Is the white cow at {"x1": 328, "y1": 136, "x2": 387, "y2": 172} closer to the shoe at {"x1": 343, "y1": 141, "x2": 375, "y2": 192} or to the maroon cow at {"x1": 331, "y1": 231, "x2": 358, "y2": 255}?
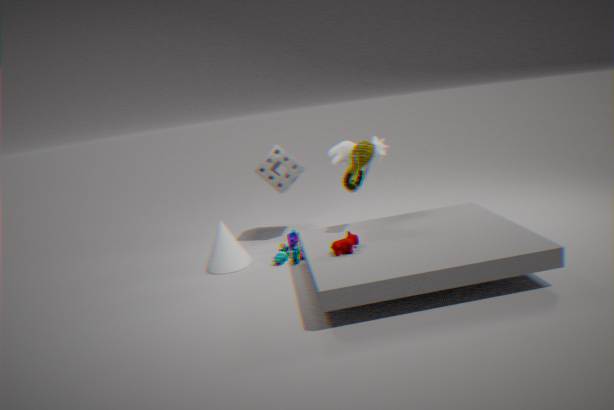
the shoe at {"x1": 343, "y1": 141, "x2": 375, "y2": 192}
